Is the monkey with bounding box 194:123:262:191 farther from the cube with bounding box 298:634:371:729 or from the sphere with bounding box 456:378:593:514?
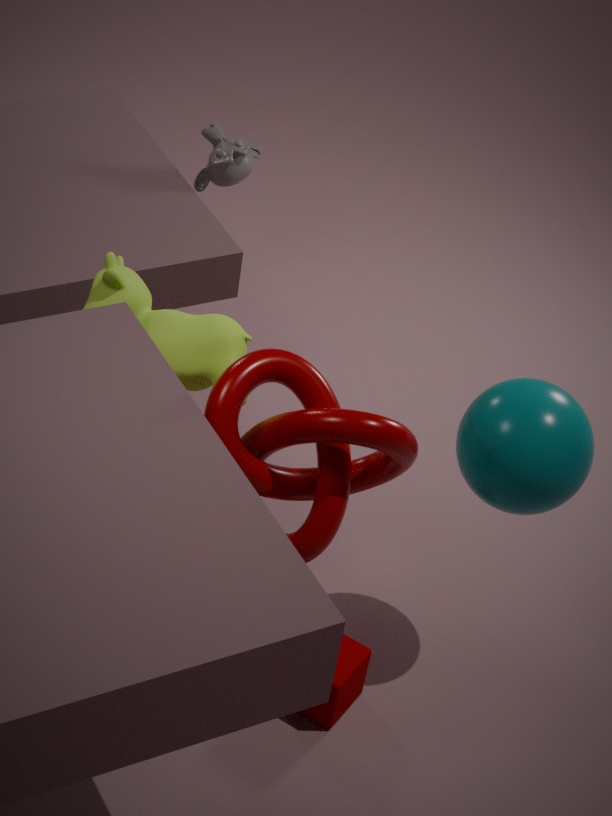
the cube with bounding box 298:634:371:729
